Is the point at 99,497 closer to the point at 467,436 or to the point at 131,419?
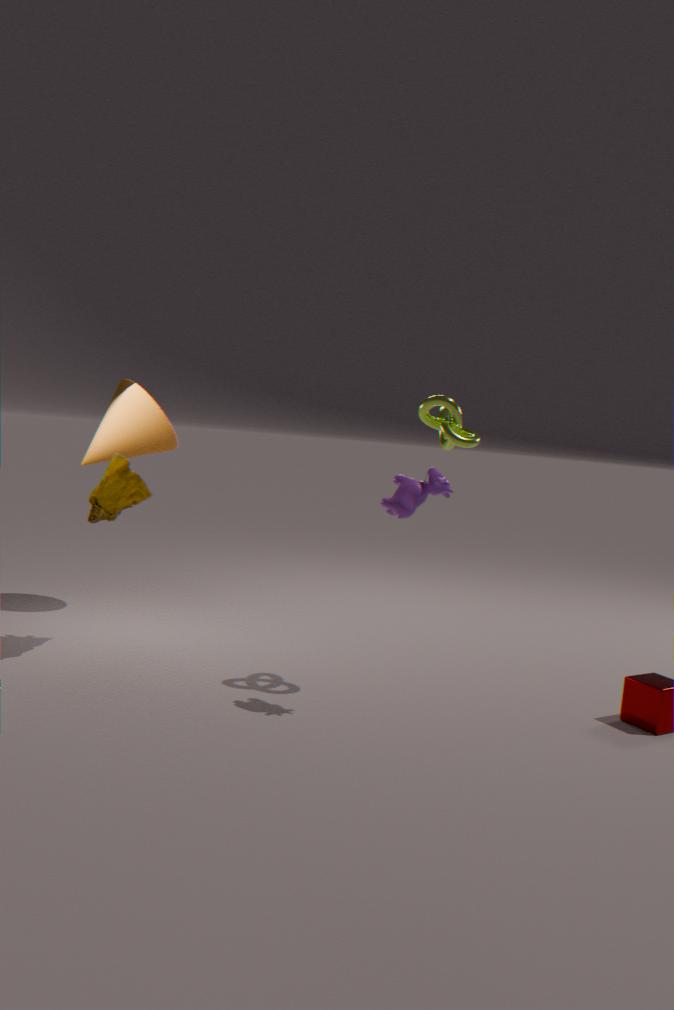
the point at 131,419
